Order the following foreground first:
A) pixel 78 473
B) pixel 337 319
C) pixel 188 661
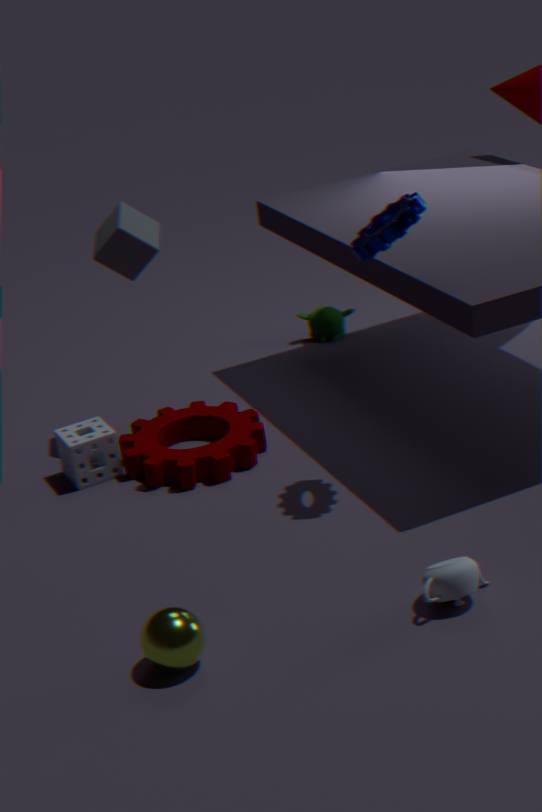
pixel 188 661, pixel 78 473, pixel 337 319
